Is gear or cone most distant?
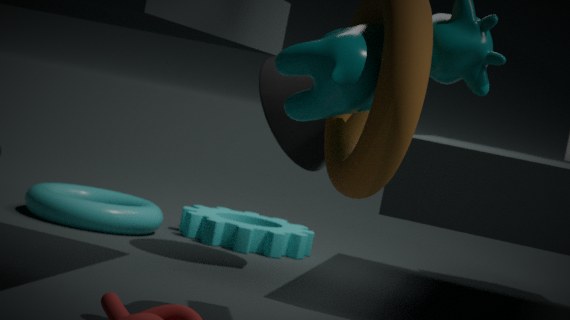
gear
